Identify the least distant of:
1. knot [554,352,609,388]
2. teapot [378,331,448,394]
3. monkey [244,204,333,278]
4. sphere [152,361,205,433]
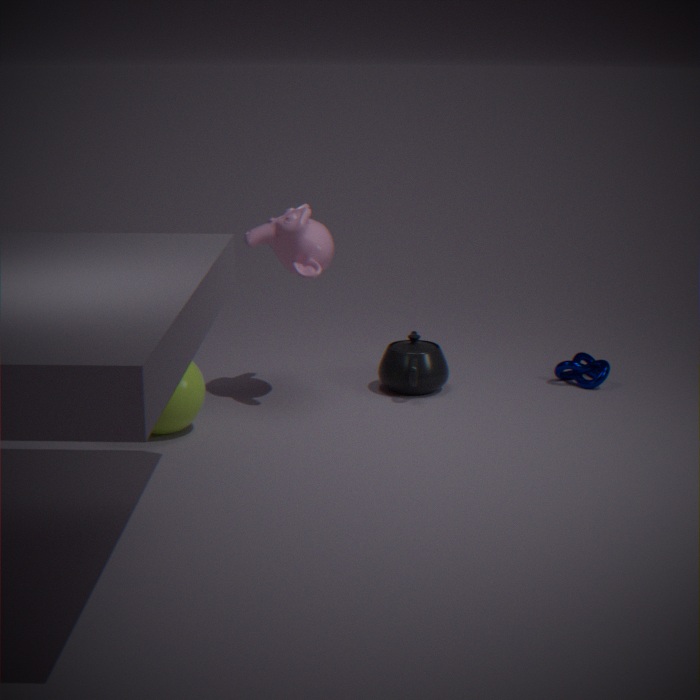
sphere [152,361,205,433]
